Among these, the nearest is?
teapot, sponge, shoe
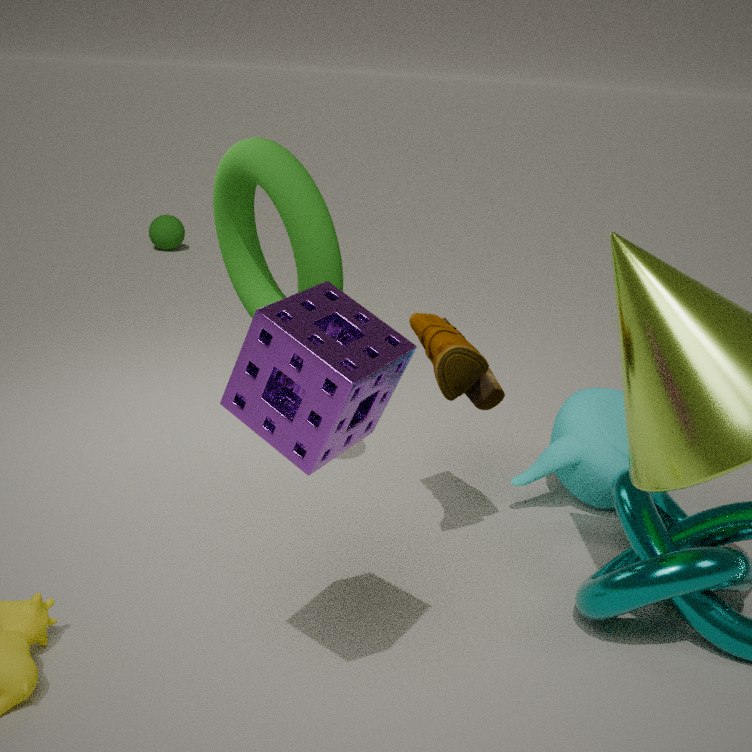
sponge
